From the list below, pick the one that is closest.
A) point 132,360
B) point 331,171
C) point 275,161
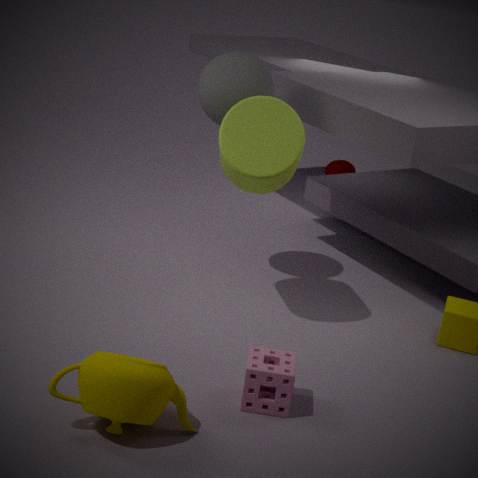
point 132,360
